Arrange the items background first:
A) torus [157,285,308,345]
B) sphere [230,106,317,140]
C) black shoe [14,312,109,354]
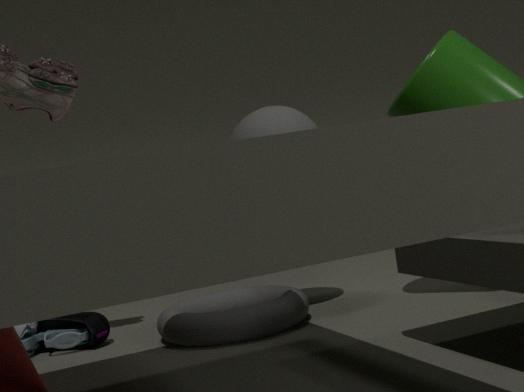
1. black shoe [14,312,109,354]
2. sphere [230,106,317,140]
3. torus [157,285,308,345]
